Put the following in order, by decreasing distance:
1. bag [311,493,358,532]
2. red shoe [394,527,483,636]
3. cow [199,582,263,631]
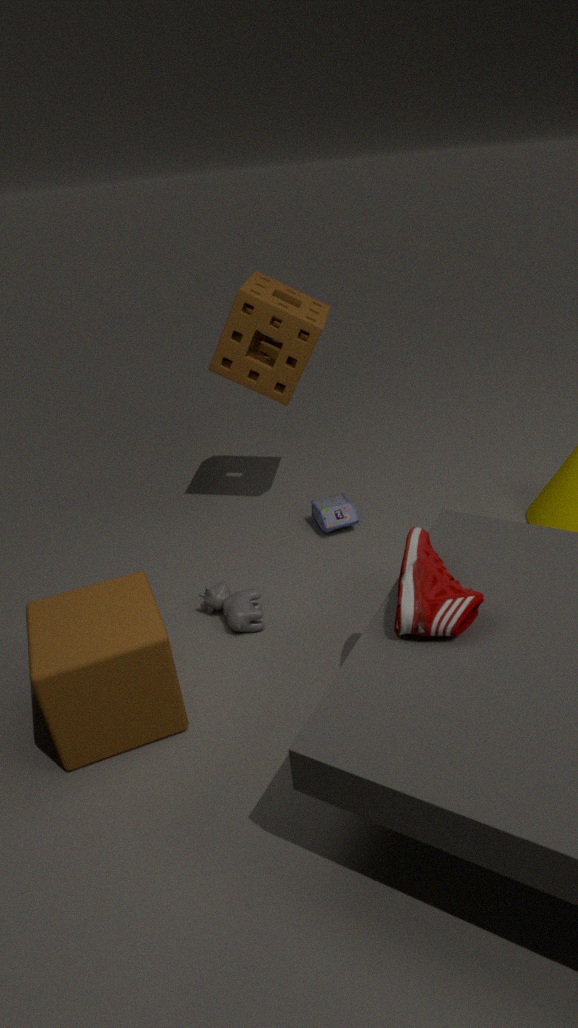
bag [311,493,358,532], cow [199,582,263,631], red shoe [394,527,483,636]
